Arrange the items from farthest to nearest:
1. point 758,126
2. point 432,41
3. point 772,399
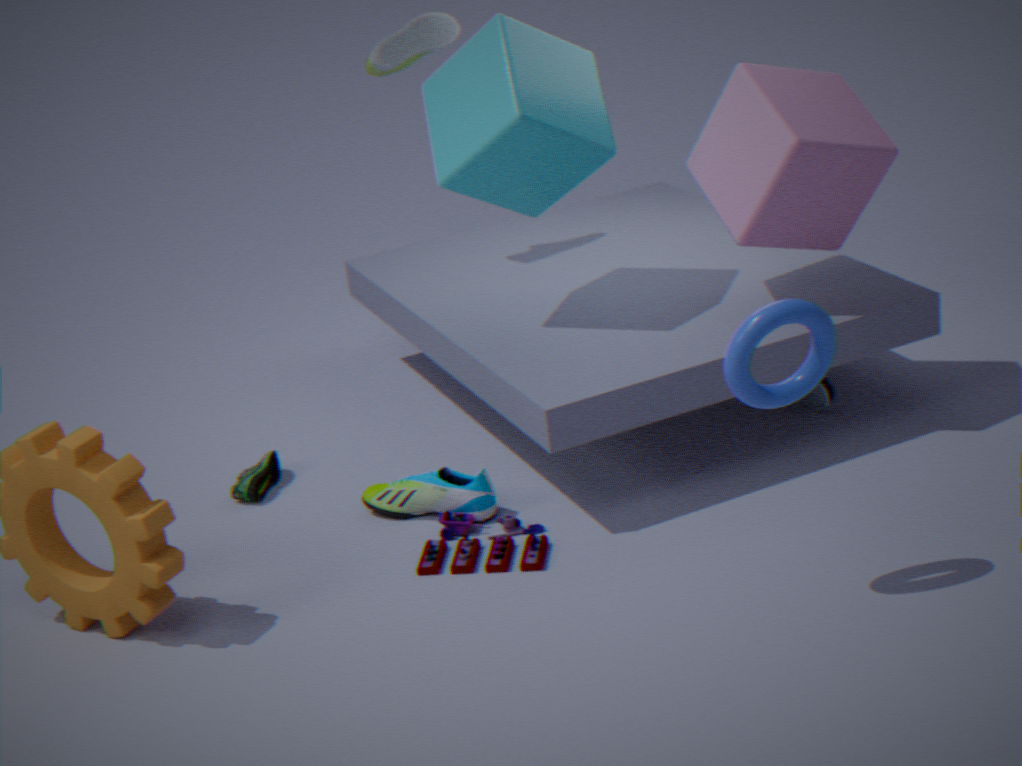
point 432,41
point 758,126
point 772,399
